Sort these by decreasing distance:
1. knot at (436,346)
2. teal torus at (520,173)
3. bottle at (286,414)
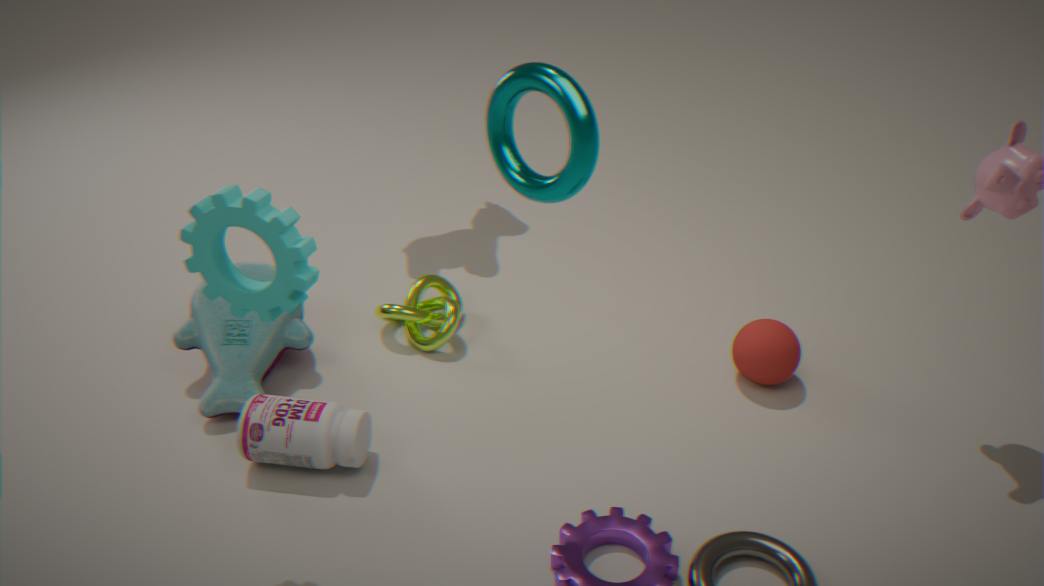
knot at (436,346), bottle at (286,414), teal torus at (520,173)
